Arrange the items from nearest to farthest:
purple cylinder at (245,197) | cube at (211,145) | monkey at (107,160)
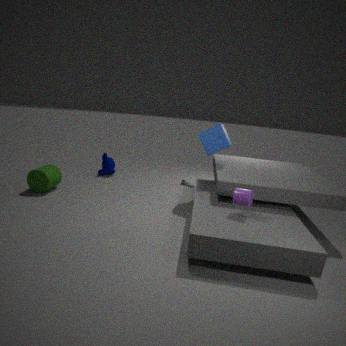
purple cylinder at (245,197) → cube at (211,145) → monkey at (107,160)
